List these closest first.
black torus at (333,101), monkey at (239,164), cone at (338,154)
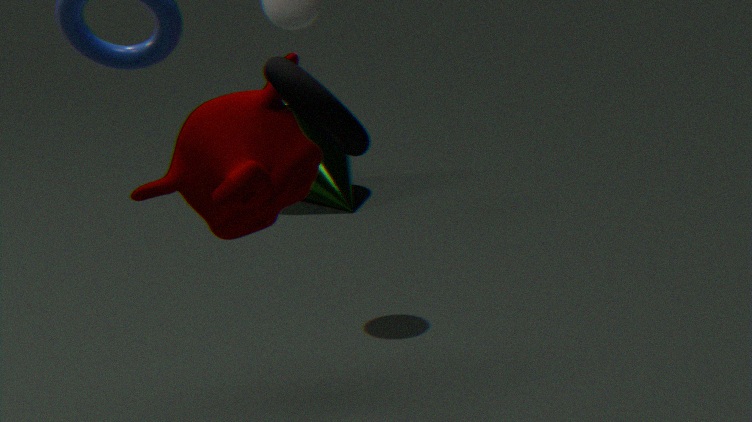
black torus at (333,101) < monkey at (239,164) < cone at (338,154)
